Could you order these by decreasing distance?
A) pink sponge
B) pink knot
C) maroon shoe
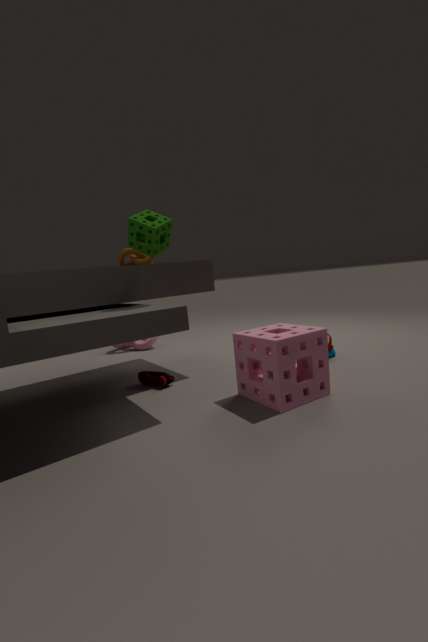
pink knot → maroon shoe → pink sponge
